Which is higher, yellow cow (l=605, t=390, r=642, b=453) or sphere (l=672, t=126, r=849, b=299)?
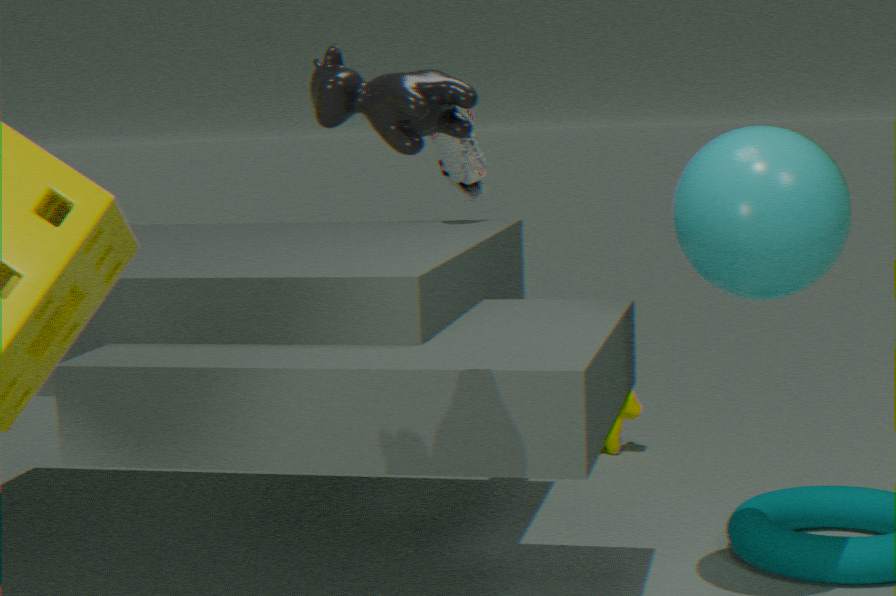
sphere (l=672, t=126, r=849, b=299)
